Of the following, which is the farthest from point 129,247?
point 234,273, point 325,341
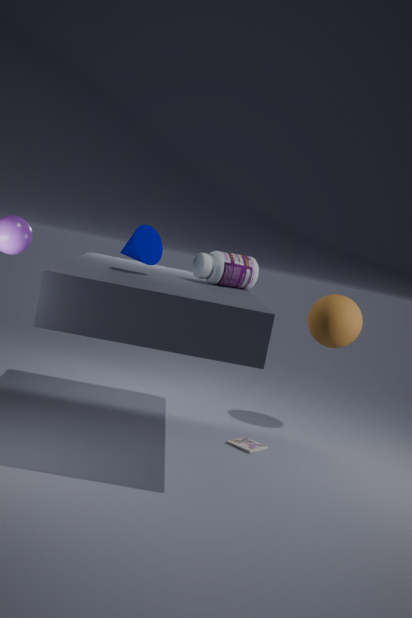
point 325,341
